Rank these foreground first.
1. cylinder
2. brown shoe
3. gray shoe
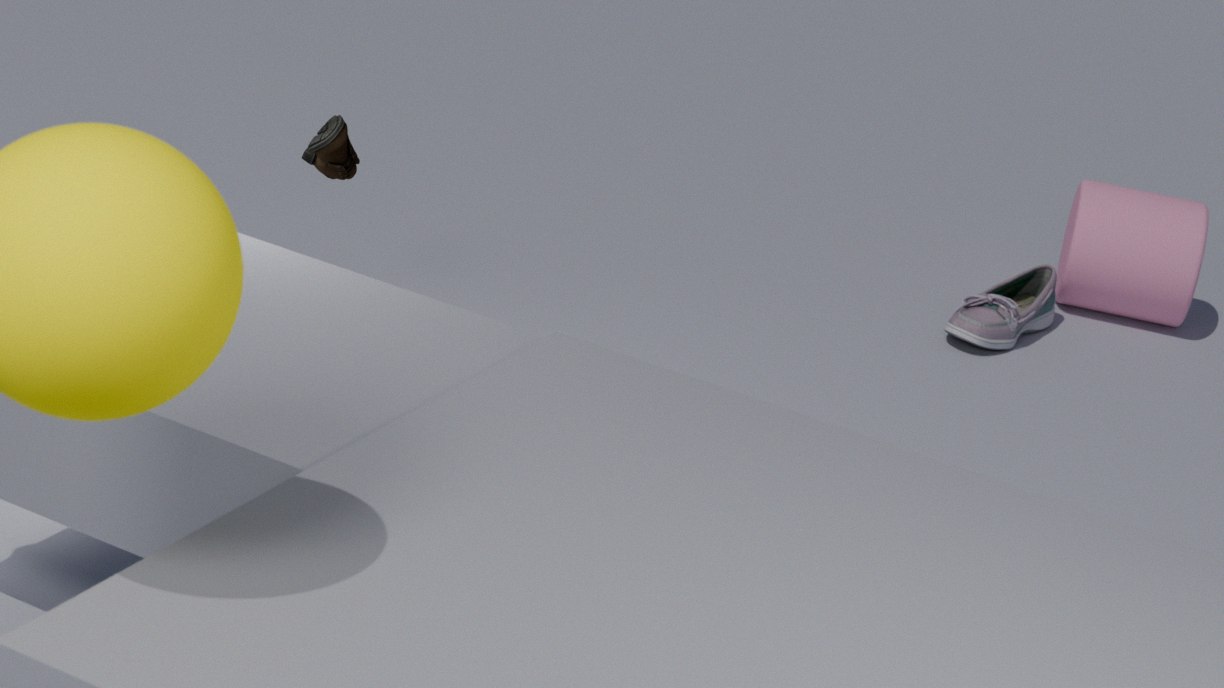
→ brown shoe, gray shoe, cylinder
